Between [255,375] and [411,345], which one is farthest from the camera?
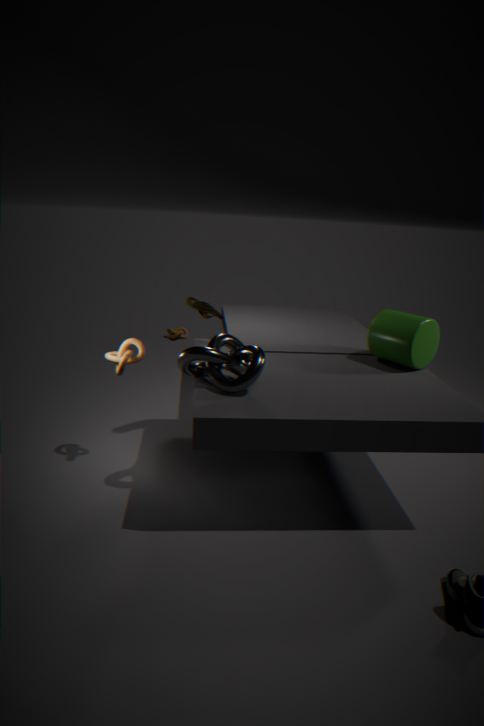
[411,345]
